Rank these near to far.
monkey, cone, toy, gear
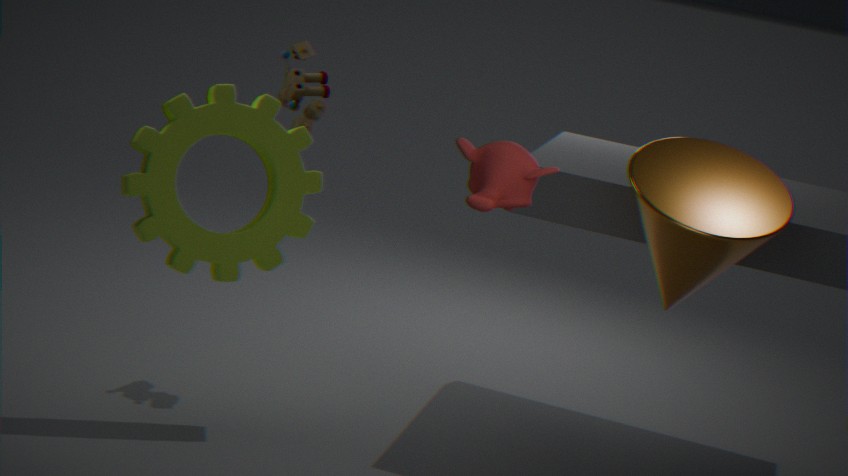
monkey
cone
gear
toy
